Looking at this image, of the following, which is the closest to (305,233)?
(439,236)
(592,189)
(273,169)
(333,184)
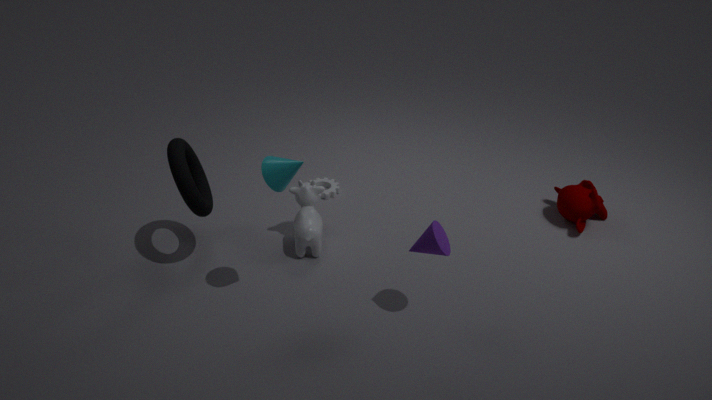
(333,184)
